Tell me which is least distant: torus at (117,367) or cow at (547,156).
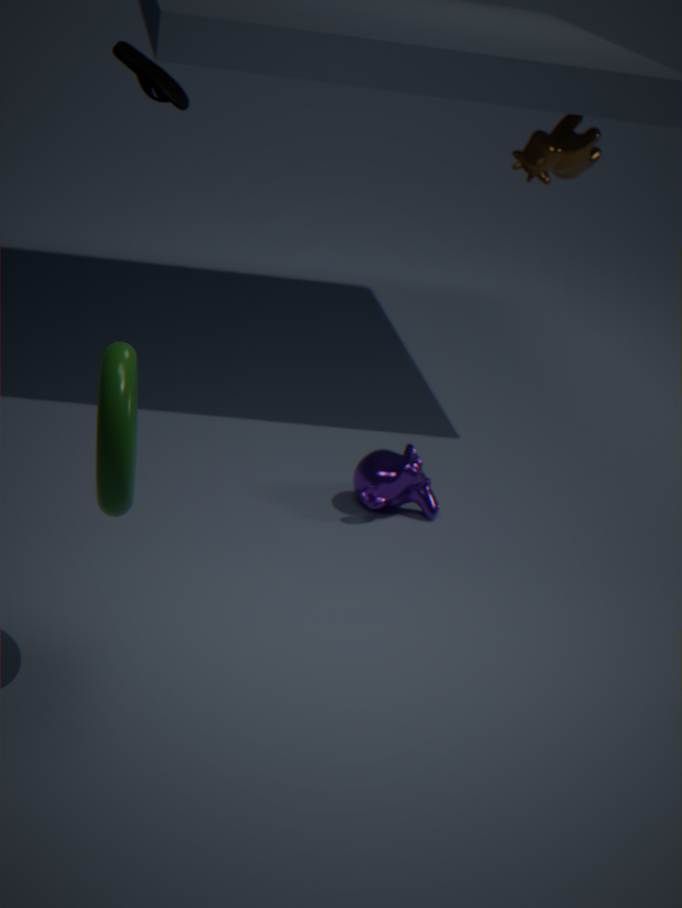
torus at (117,367)
